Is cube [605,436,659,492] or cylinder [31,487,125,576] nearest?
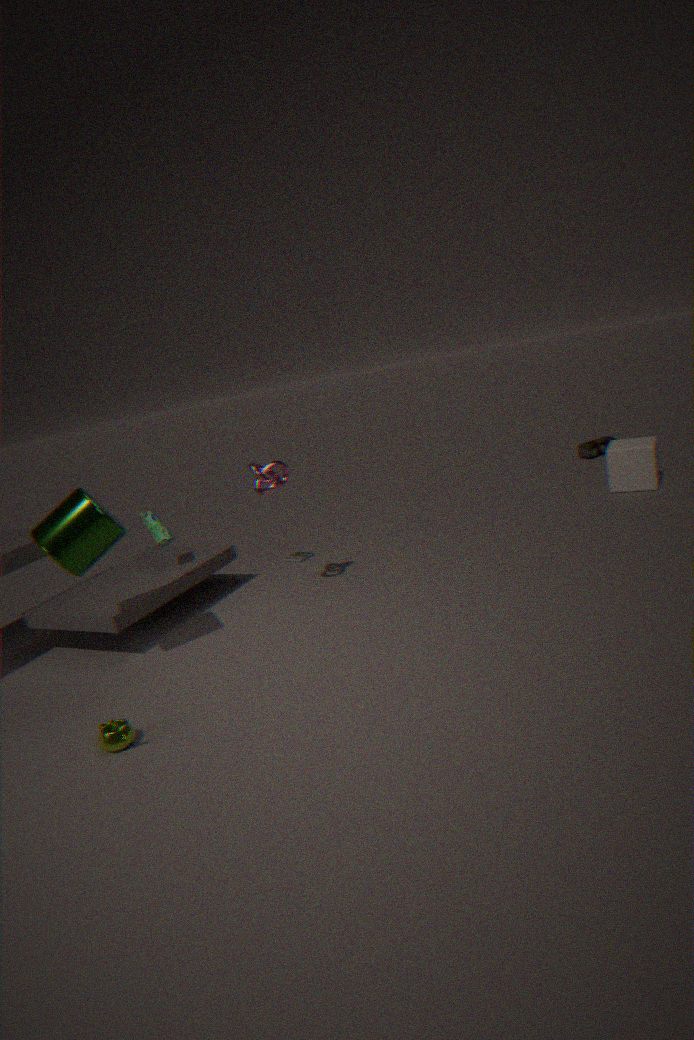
cylinder [31,487,125,576]
